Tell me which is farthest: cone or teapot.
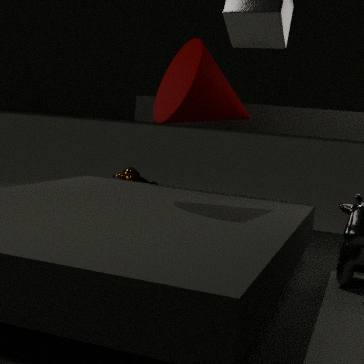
teapot
